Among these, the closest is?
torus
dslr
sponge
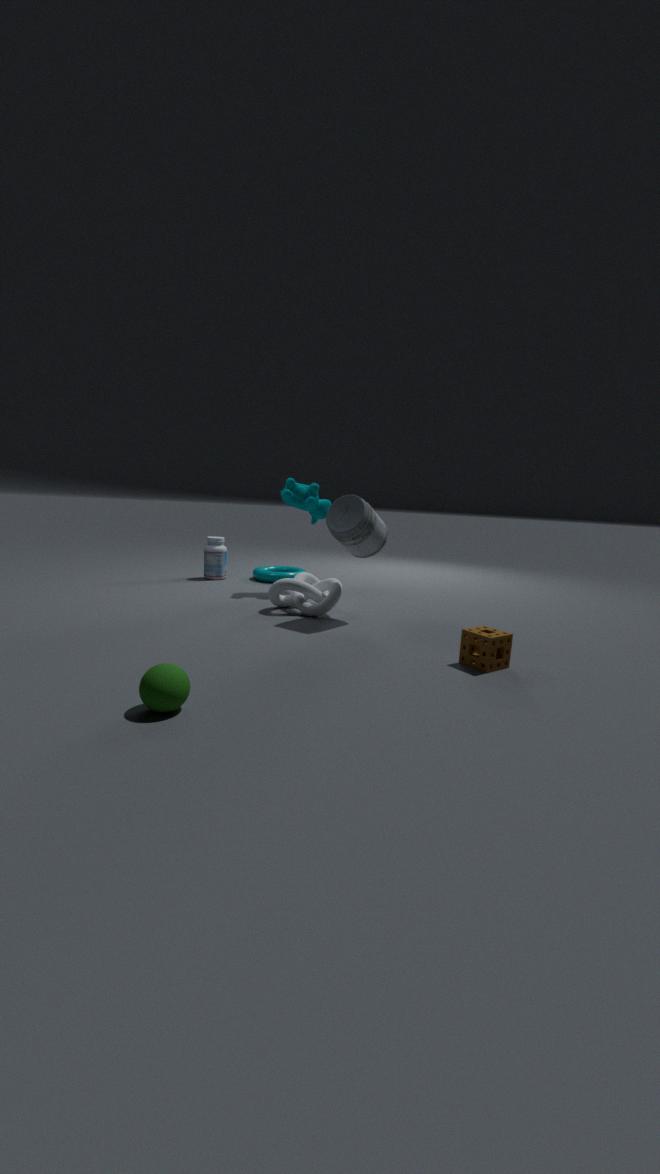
sponge
